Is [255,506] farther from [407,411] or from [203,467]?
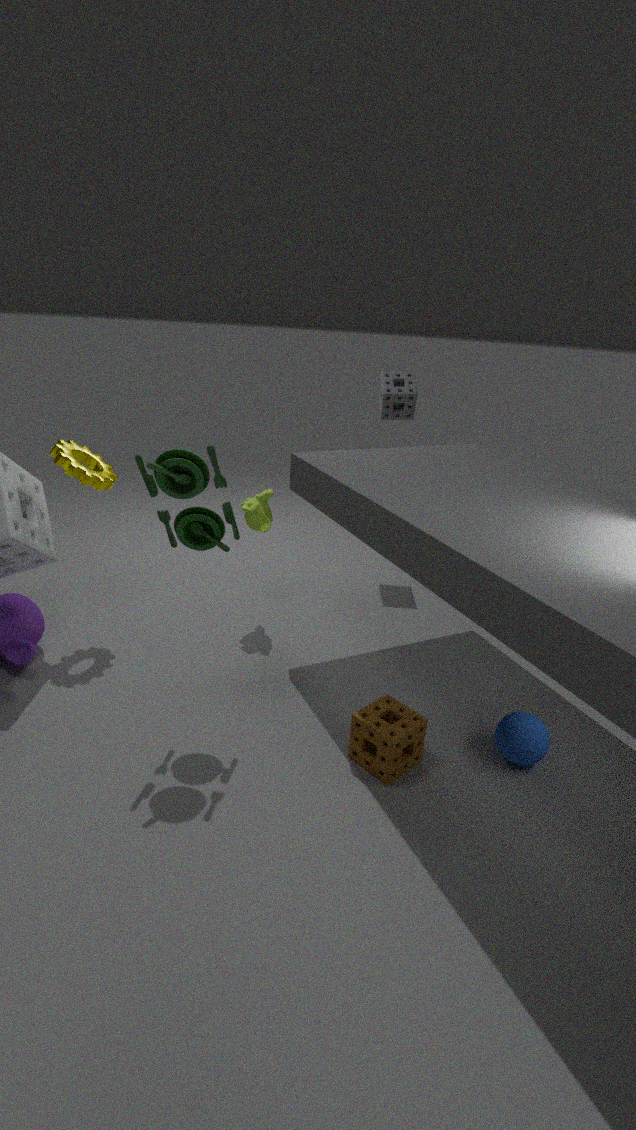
[407,411]
